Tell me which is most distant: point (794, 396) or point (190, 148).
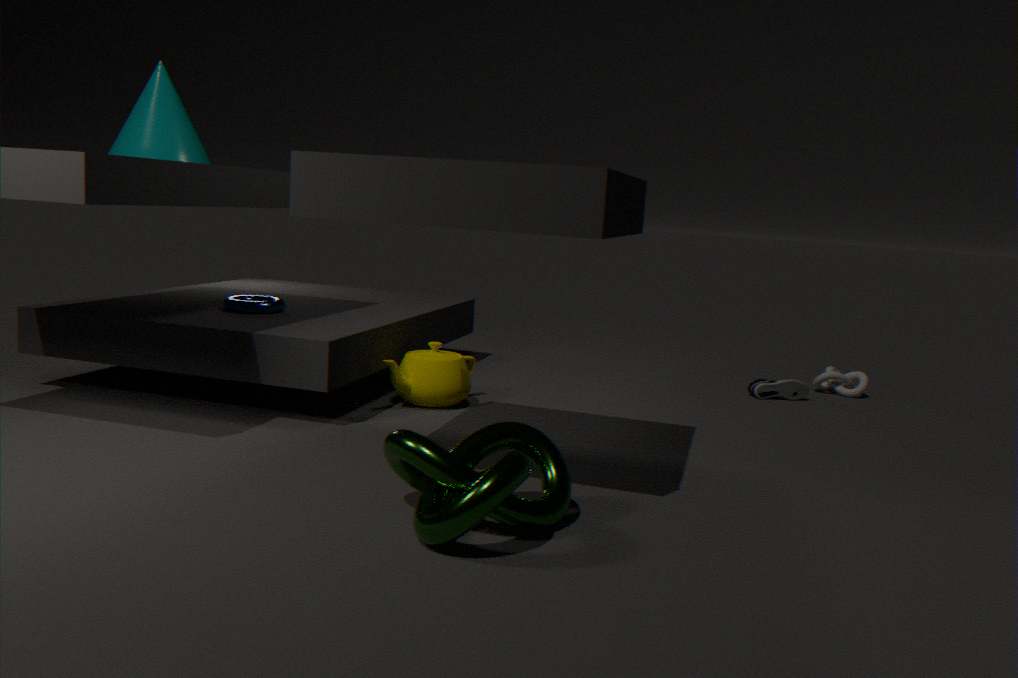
point (794, 396)
